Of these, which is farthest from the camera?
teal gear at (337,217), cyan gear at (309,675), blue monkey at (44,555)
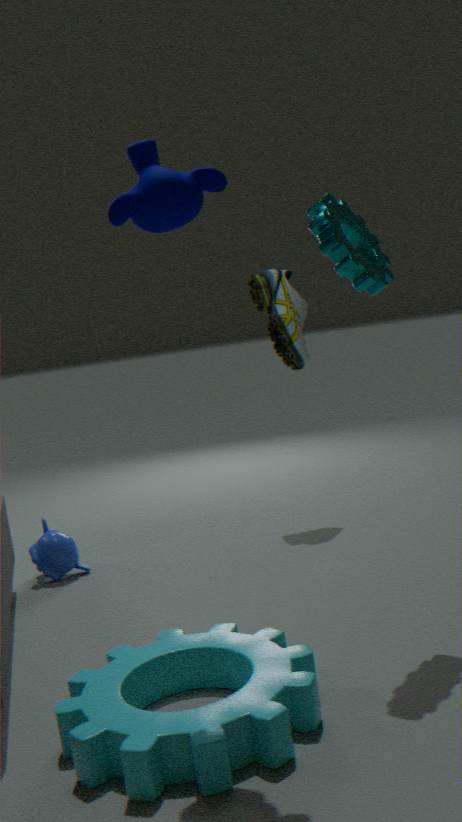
blue monkey at (44,555)
